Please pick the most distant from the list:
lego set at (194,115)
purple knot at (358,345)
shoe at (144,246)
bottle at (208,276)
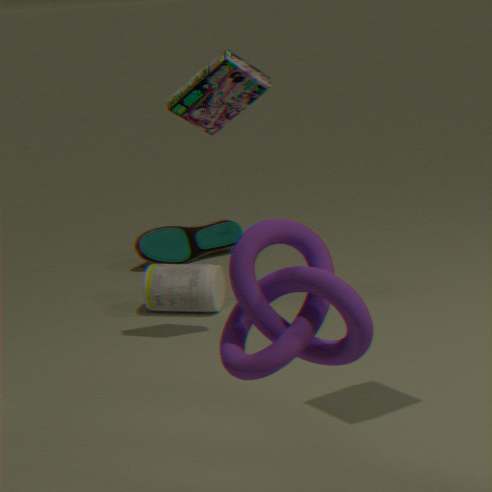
shoe at (144,246)
